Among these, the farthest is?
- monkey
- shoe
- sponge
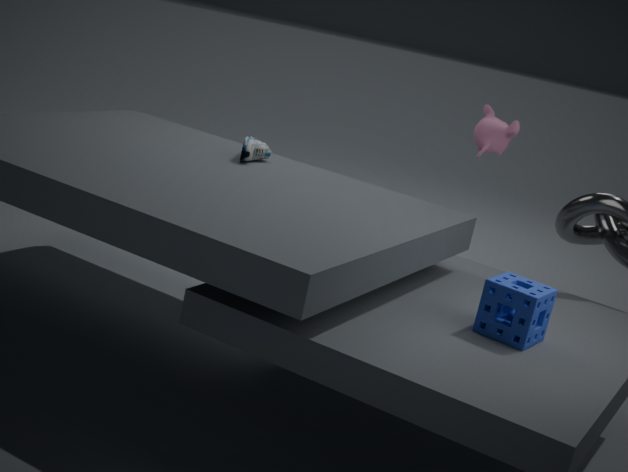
monkey
